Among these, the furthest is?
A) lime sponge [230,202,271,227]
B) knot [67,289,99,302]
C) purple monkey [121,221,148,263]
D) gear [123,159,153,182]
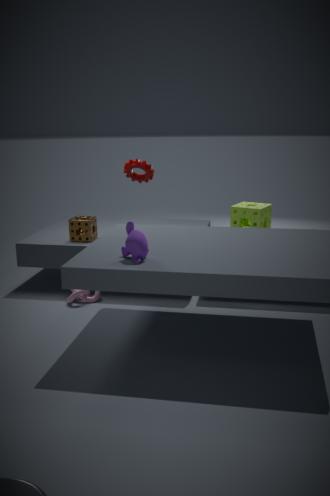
A. lime sponge [230,202,271,227]
